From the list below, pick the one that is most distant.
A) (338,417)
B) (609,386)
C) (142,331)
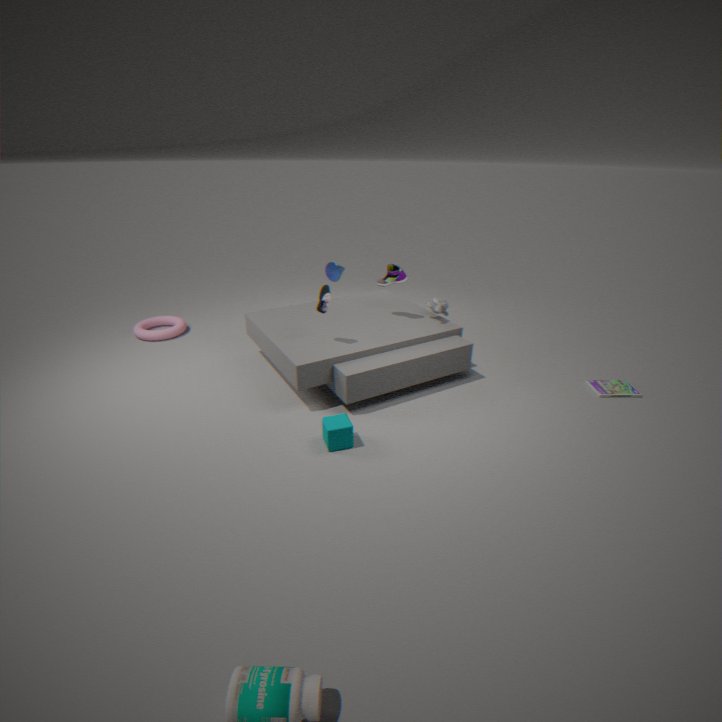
(142,331)
